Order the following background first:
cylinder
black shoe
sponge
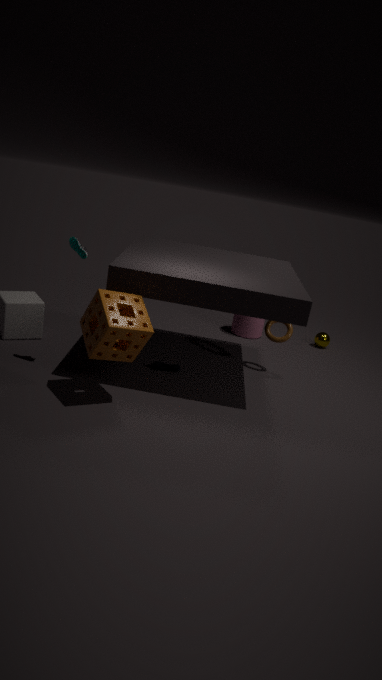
1. cylinder
2. black shoe
3. sponge
